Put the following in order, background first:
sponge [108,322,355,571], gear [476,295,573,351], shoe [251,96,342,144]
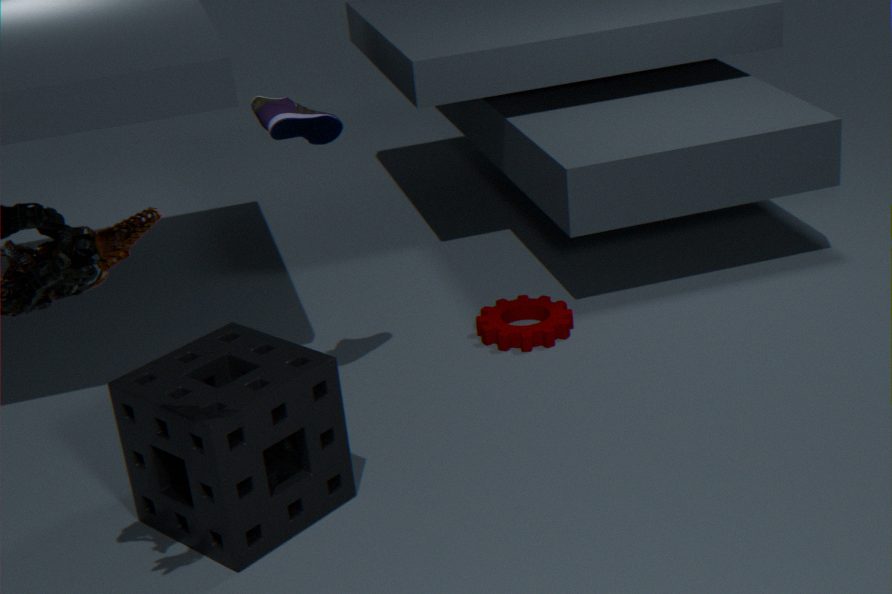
gear [476,295,573,351] → shoe [251,96,342,144] → sponge [108,322,355,571]
